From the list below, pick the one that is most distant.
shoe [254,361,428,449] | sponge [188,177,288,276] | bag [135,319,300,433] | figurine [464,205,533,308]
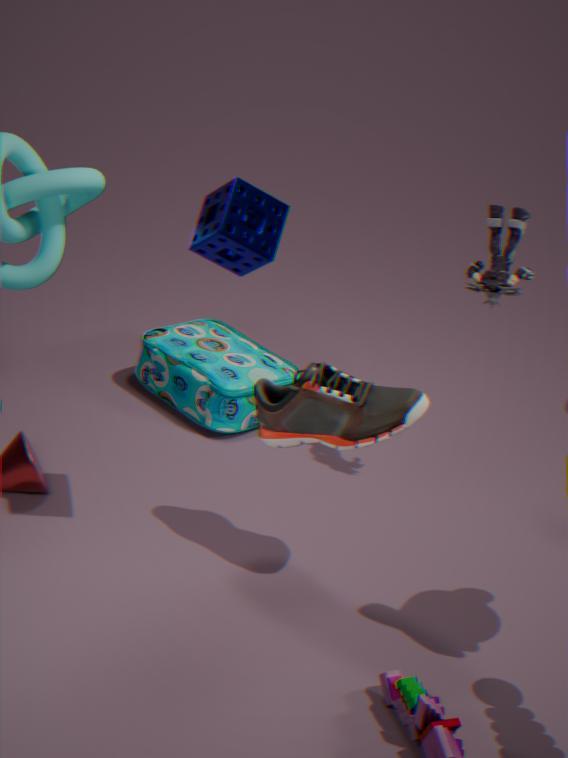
bag [135,319,300,433]
